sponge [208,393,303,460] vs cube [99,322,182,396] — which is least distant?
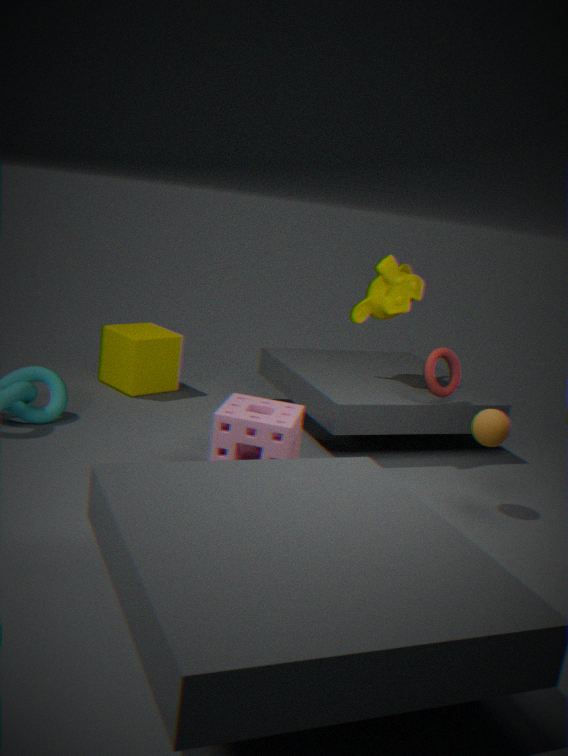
sponge [208,393,303,460]
